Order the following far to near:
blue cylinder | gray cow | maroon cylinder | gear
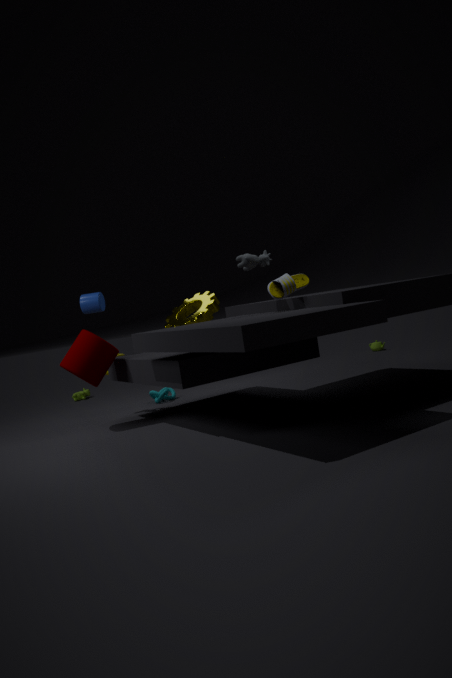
blue cylinder, gear, maroon cylinder, gray cow
